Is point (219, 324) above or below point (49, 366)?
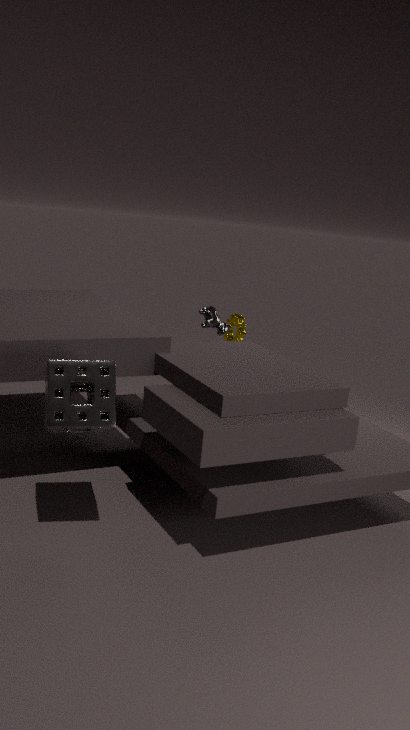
above
